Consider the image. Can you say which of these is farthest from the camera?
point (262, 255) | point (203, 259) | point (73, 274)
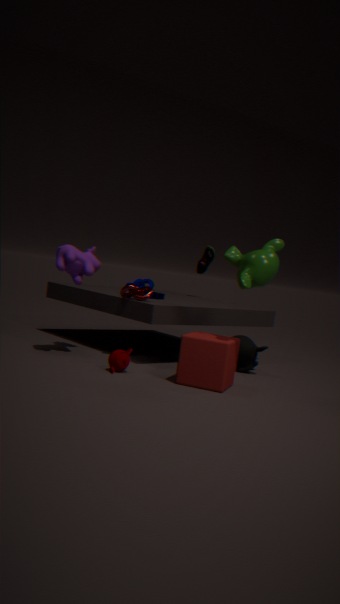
point (203, 259)
